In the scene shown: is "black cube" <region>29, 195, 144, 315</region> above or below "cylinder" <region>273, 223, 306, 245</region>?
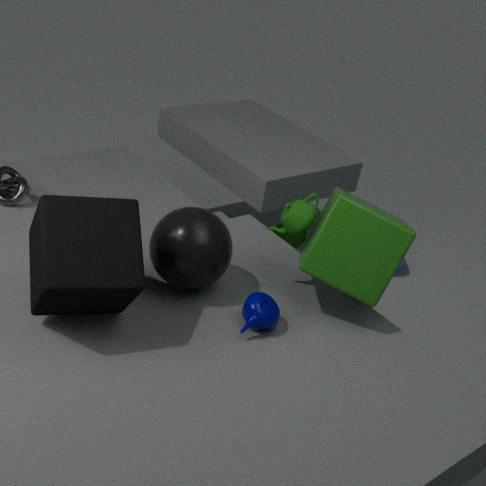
above
